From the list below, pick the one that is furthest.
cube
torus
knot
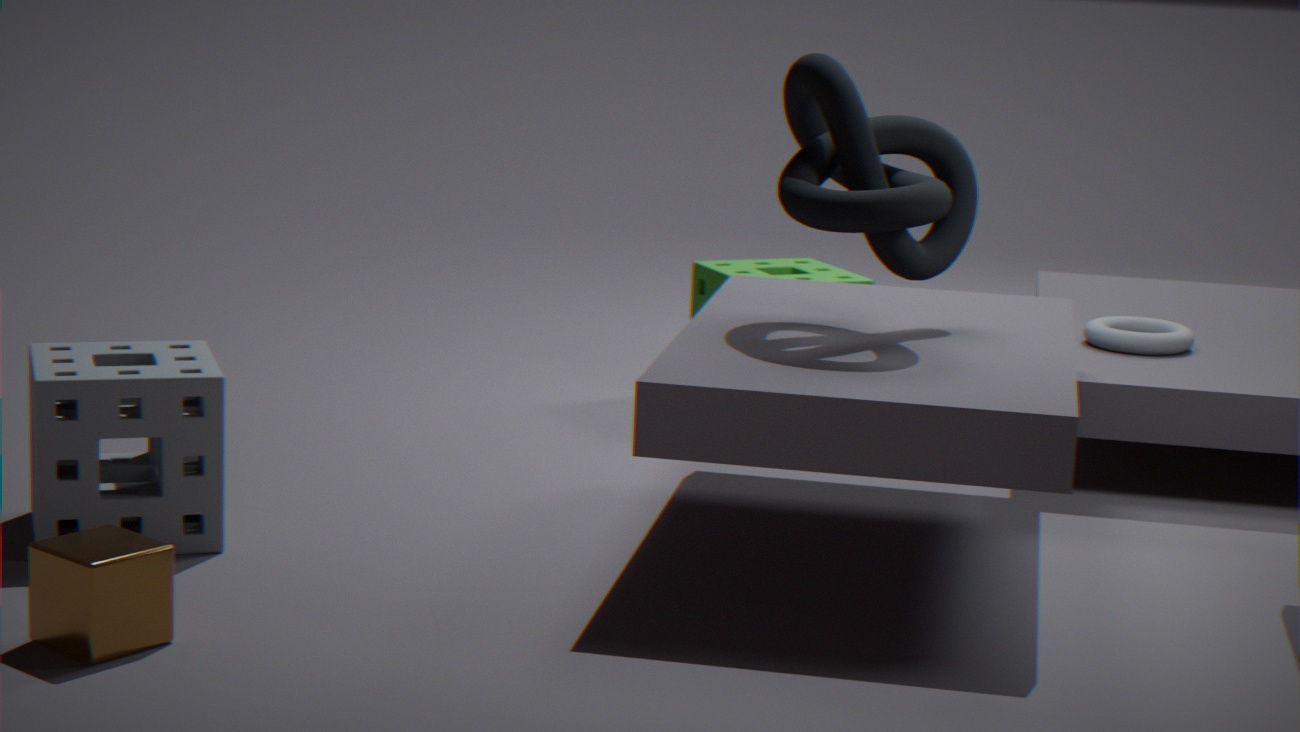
torus
